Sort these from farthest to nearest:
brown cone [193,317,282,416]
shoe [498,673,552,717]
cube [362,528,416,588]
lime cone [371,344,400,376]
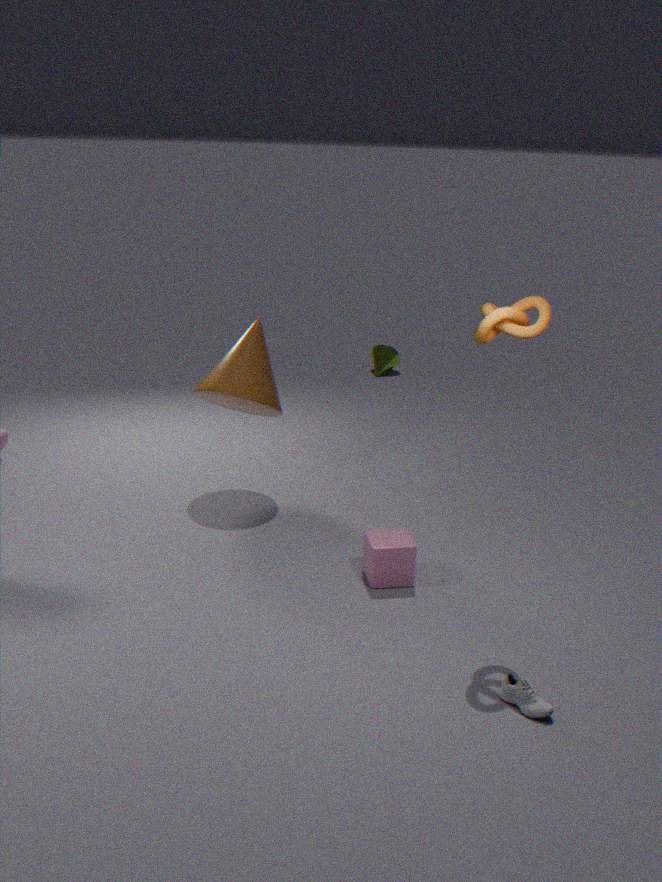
1. lime cone [371,344,400,376]
2. brown cone [193,317,282,416]
3. cube [362,528,416,588]
4. shoe [498,673,552,717]
